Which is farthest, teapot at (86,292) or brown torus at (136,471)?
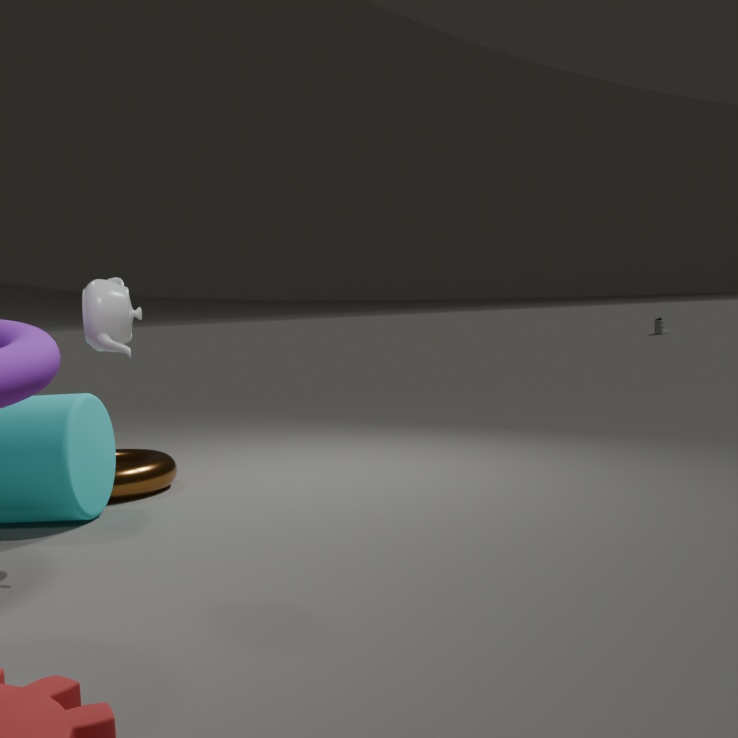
brown torus at (136,471)
